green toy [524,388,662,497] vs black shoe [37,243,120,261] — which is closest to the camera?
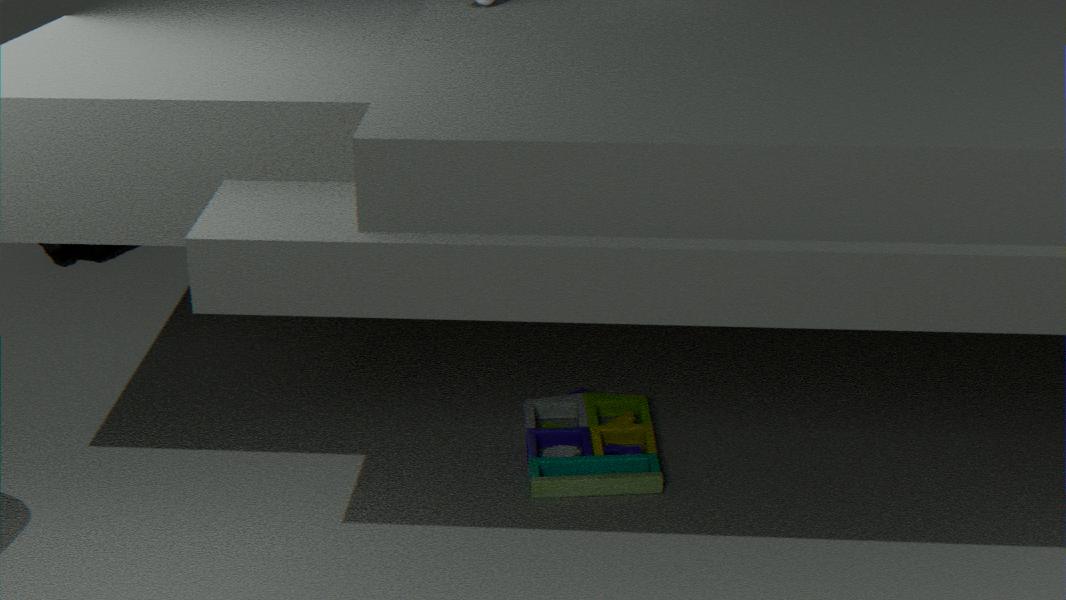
green toy [524,388,662,497]
